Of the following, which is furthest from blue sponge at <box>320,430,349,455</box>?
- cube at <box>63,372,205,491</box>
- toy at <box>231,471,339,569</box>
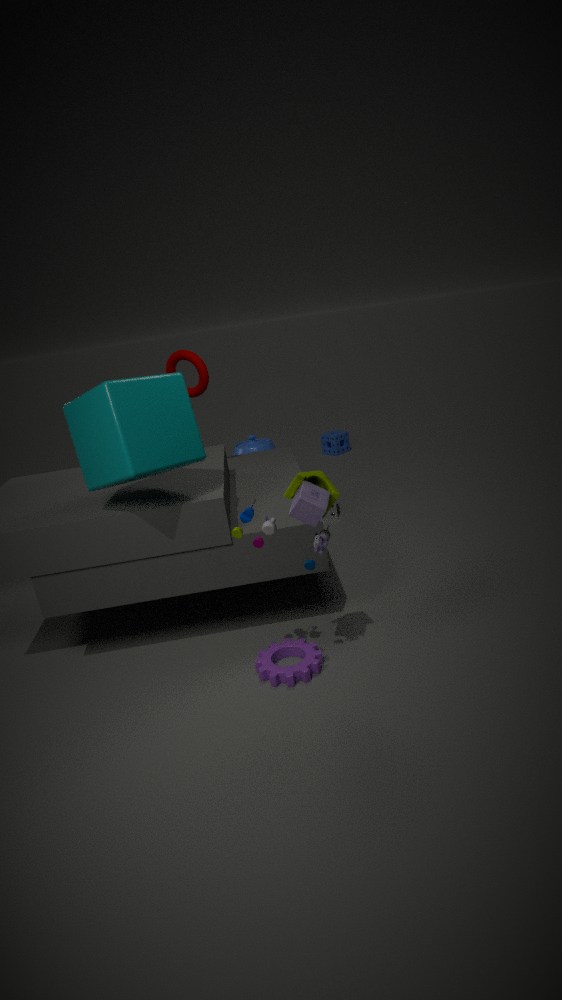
toy at <box>231,471,339,569</box>
